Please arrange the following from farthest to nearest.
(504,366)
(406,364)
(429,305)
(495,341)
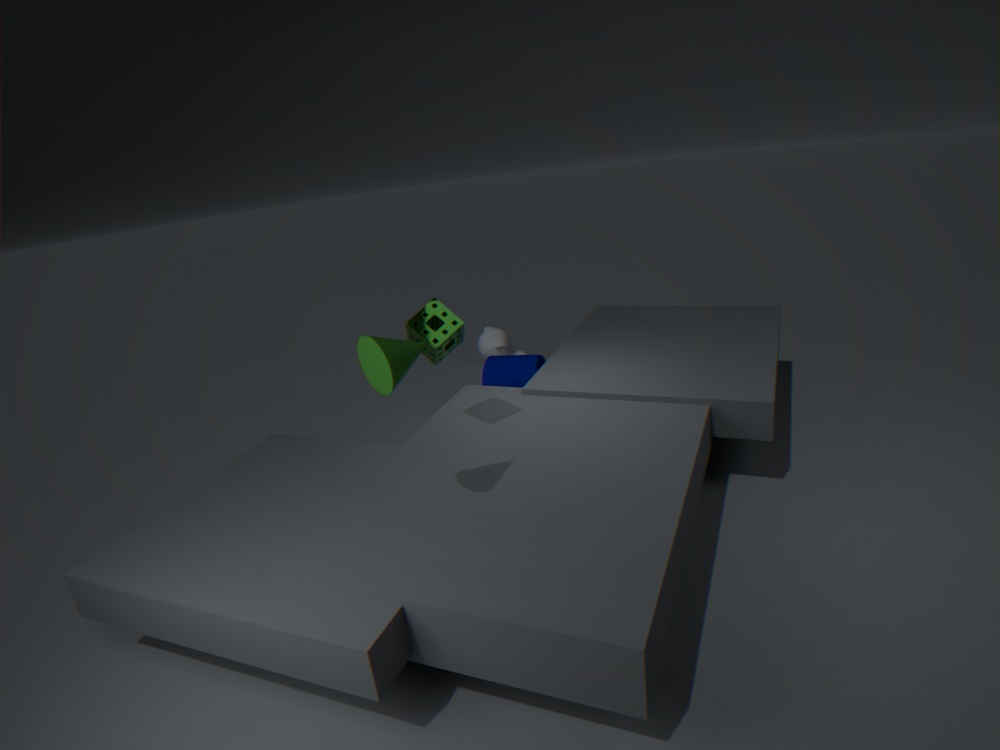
(495,341)
(504,366)
(429,305)
(406,364)
